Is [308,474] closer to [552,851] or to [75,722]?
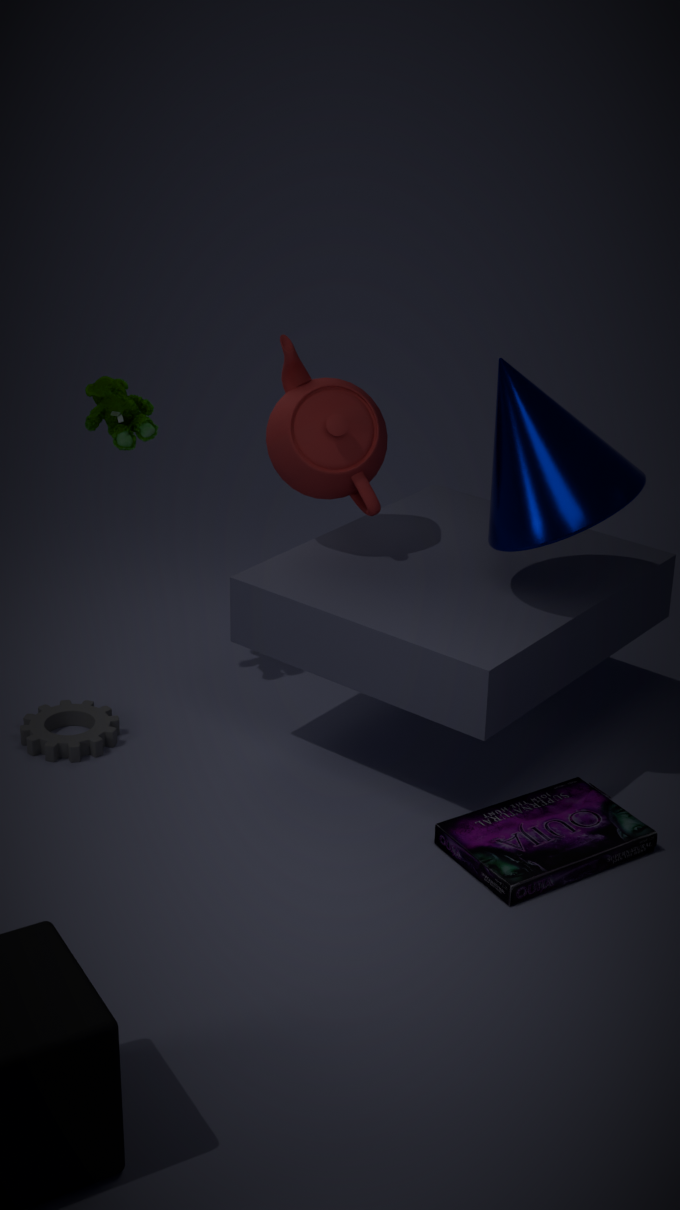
[75,722]
